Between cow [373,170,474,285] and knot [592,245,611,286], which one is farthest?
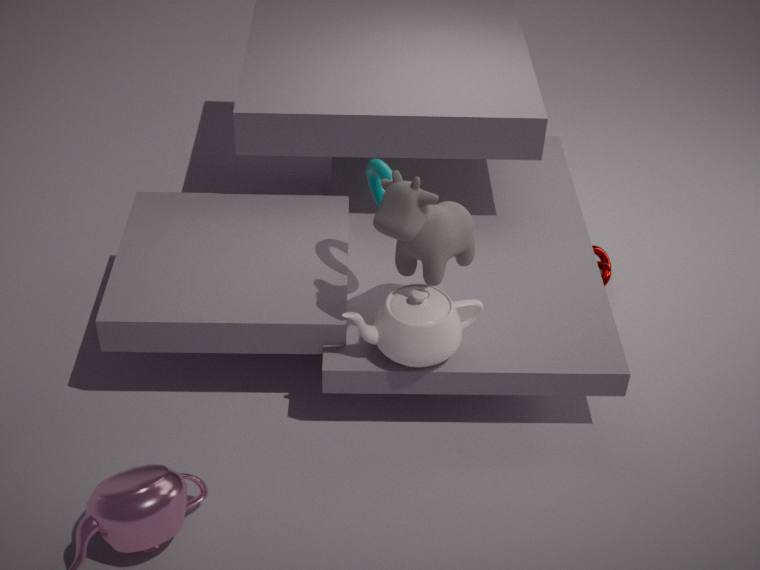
knot [592,245,611,286]
